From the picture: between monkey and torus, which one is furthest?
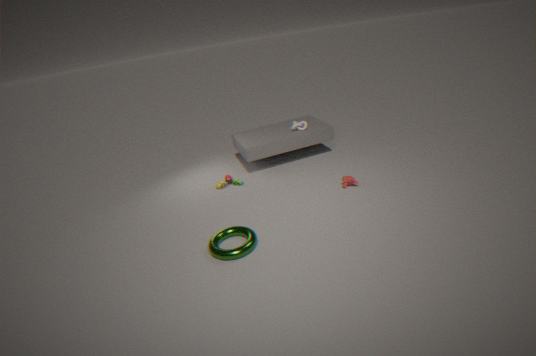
monkey
